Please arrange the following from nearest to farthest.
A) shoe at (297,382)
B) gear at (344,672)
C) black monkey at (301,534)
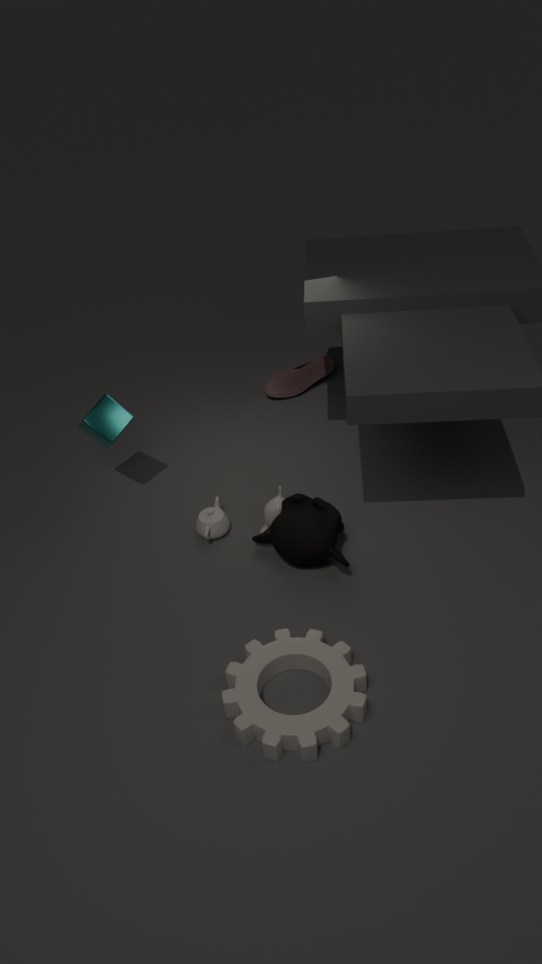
1. gear at (344,672)
2. black monkey at (301,534)
3. shoe at (297,382)
